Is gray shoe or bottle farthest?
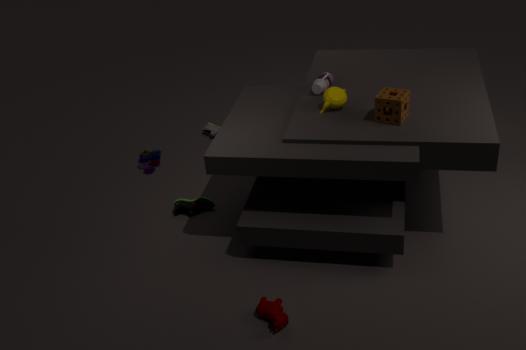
gray shoe
